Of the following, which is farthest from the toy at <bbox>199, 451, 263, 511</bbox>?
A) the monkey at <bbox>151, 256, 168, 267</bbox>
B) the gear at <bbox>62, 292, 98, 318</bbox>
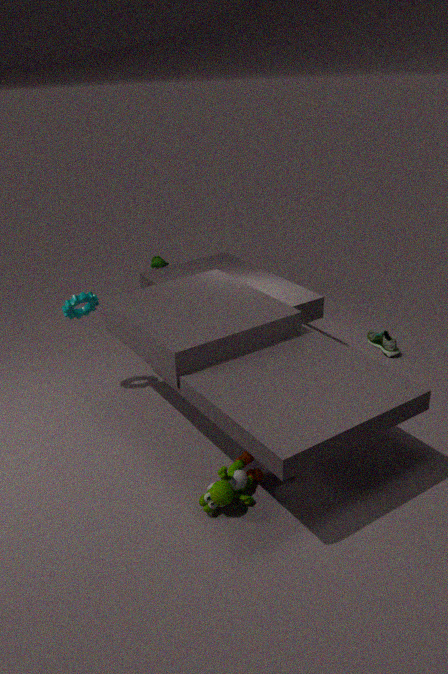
the monkey at <bbox>151, 256, 168, 267</bbox>
